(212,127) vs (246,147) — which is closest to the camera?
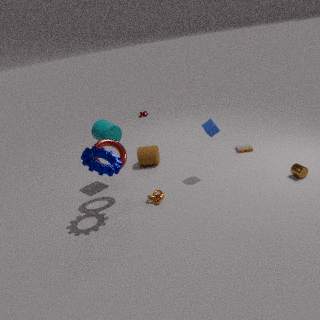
(212,127)
